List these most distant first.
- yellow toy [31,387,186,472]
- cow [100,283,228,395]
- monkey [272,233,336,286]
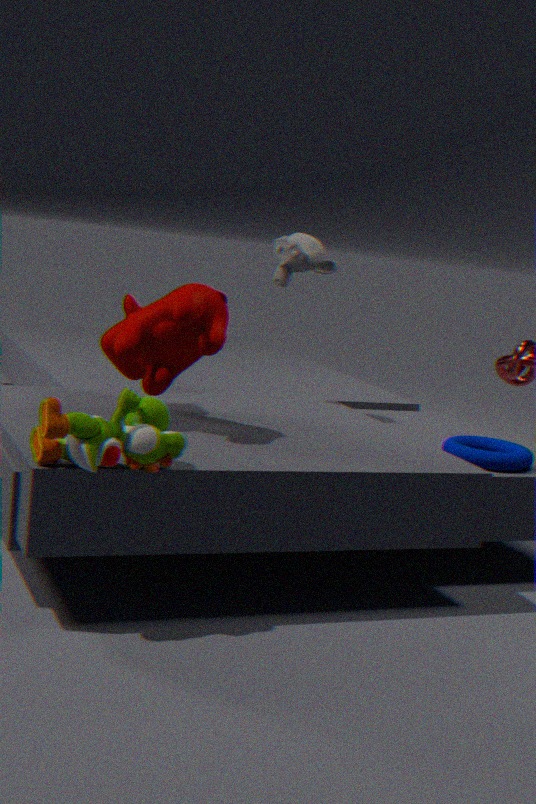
monkey [272,233,336,286]
cow [100,283,228,395]
yellow toy [31,387,186,472]
